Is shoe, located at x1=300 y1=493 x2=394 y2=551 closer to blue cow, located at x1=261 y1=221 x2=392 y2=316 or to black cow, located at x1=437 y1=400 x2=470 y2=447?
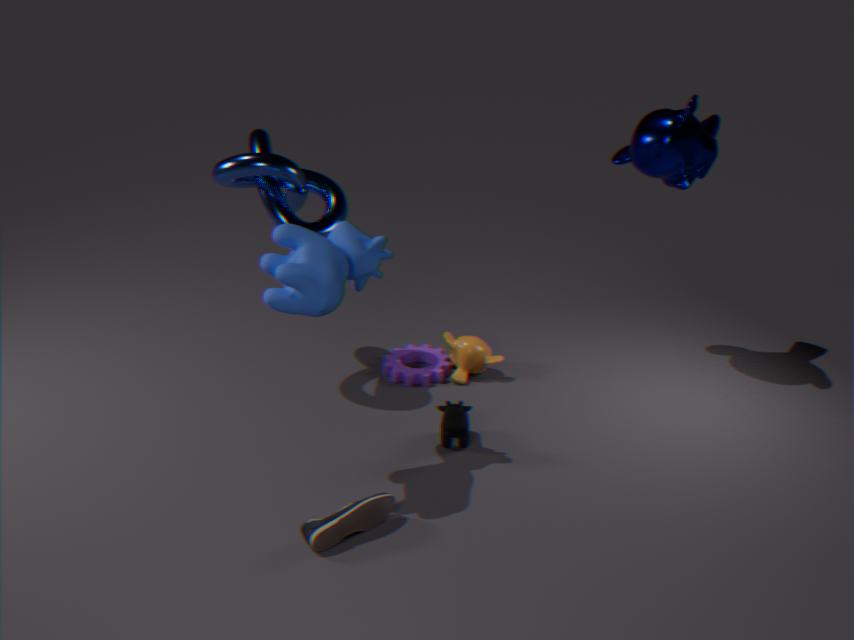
black cow, located at x1=437 y1=400 x2=470 y2=447
